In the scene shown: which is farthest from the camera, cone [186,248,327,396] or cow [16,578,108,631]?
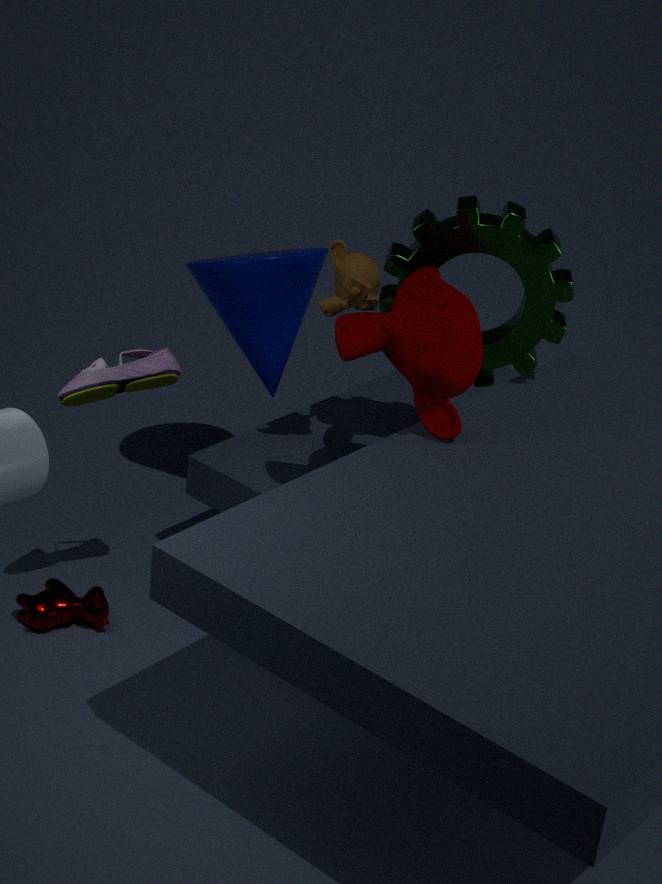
cone [186,248,327,396]
